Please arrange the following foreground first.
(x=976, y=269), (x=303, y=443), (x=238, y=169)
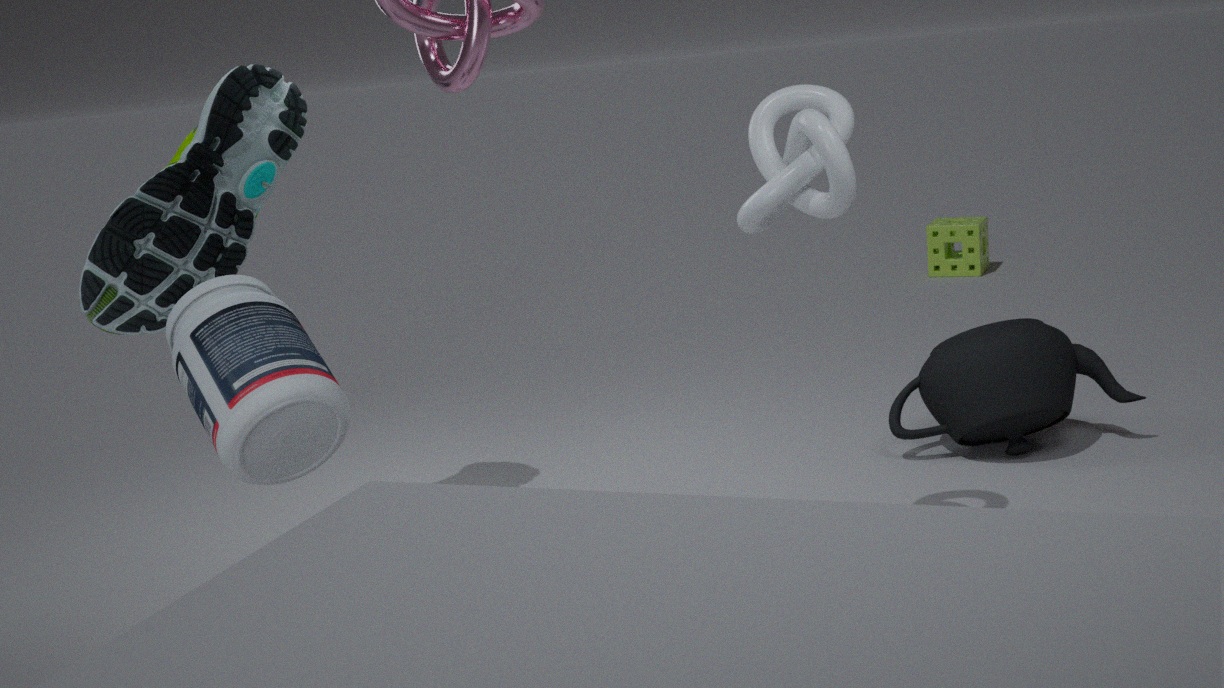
(x=303, y=443) → (x=238, y=169) → (x=976, y=269)
